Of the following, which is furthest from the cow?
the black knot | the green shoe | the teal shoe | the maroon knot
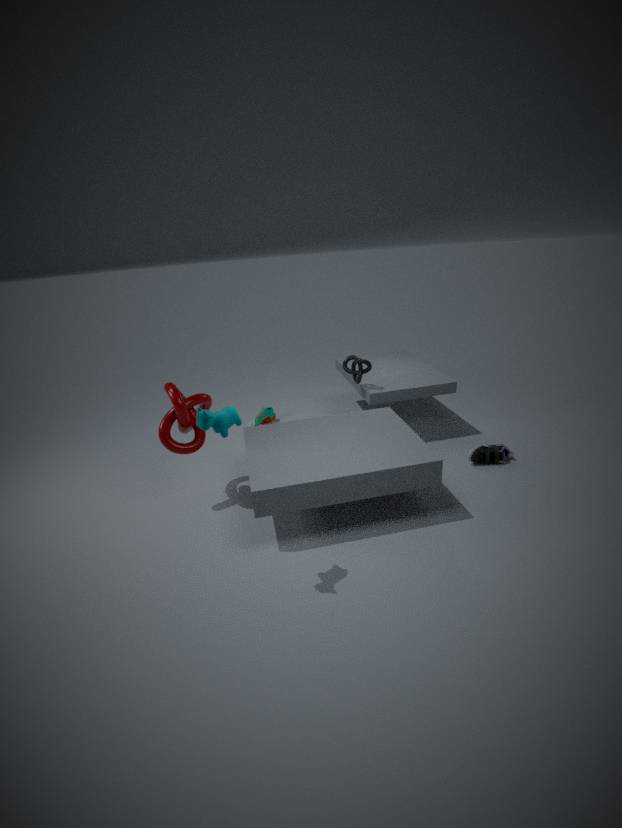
the teal shoe
